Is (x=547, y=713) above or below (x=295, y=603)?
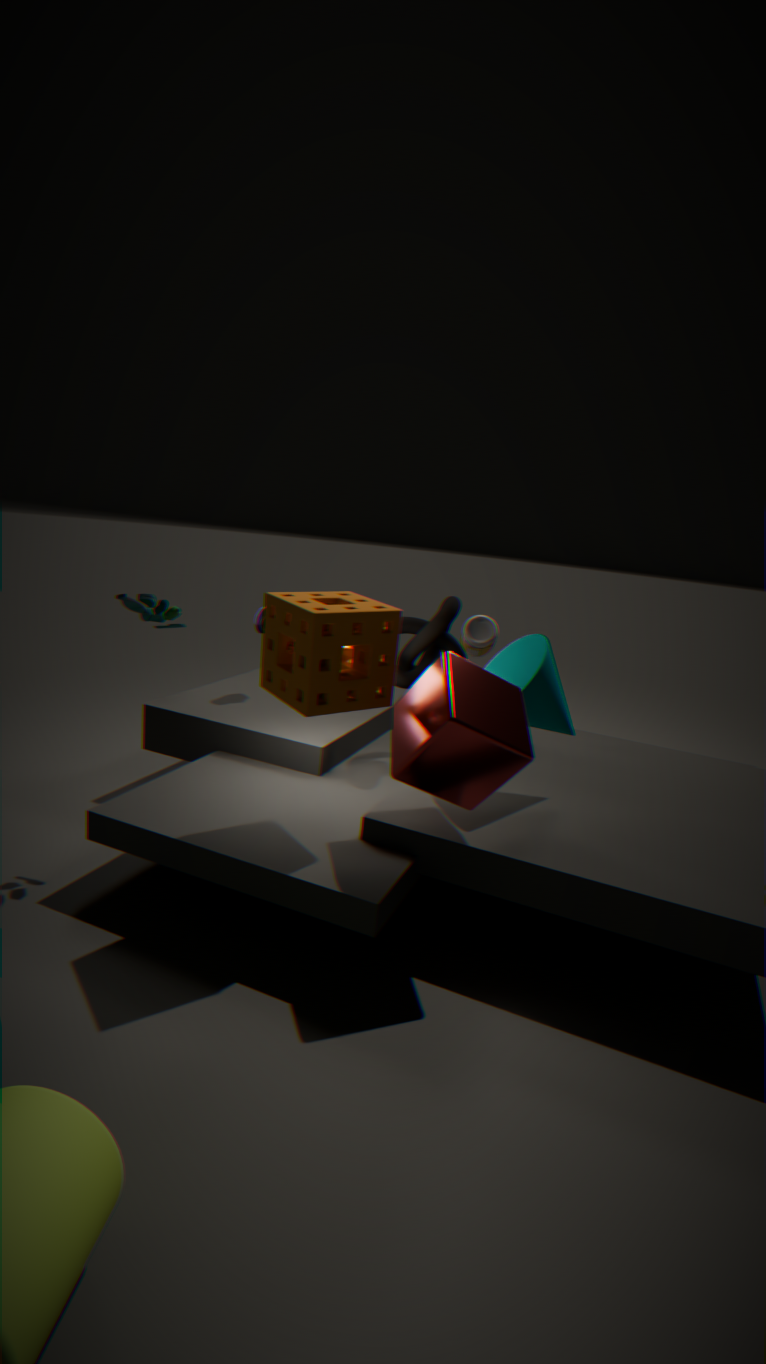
below
